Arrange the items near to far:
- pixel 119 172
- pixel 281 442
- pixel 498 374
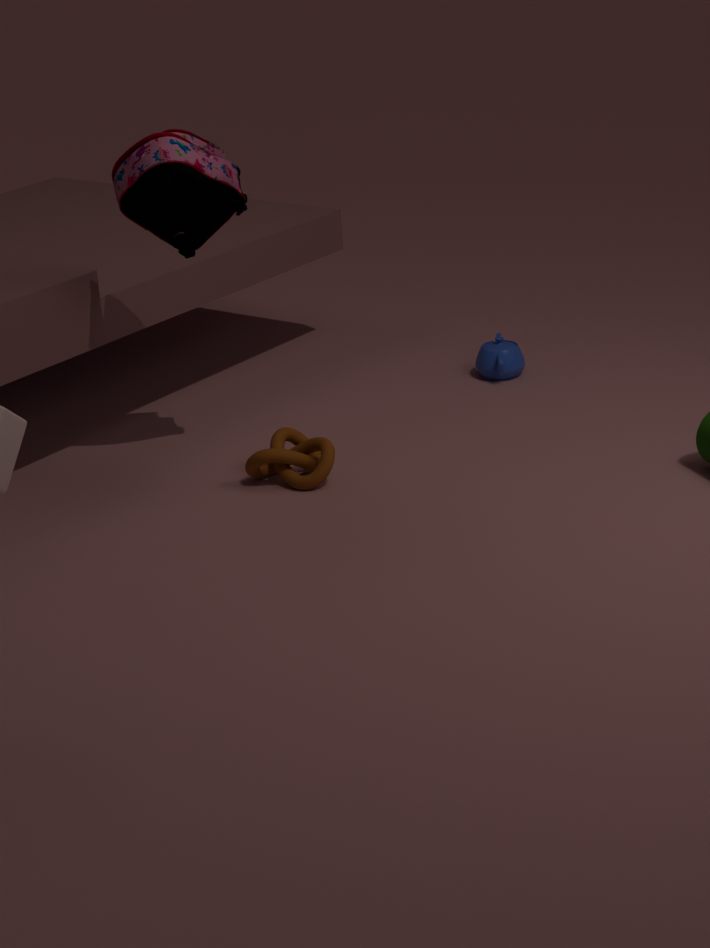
pixel 119 172, pixel 281 442, pixel 498 374
